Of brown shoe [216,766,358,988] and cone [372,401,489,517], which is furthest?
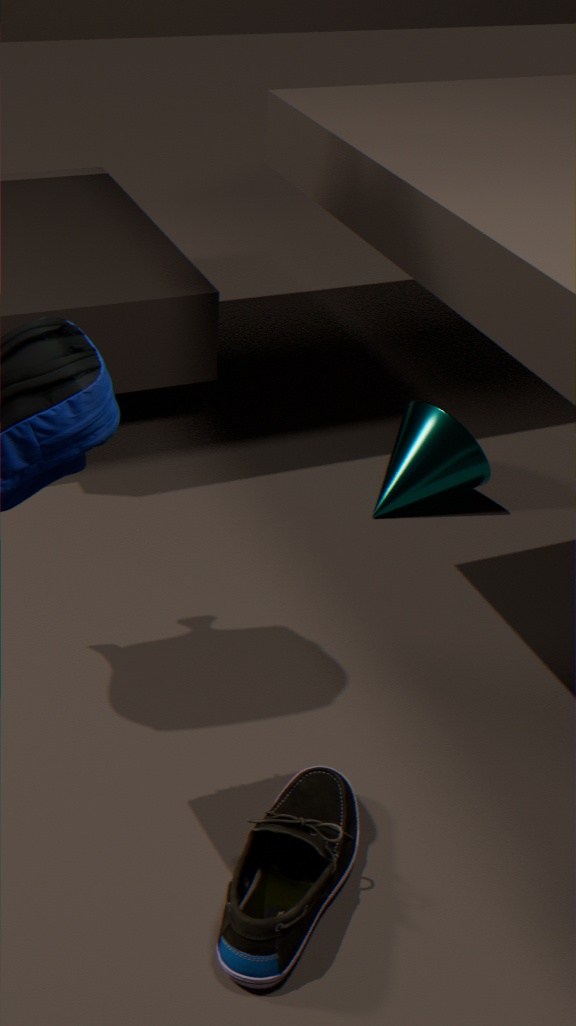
cone [372,401,489,517]
